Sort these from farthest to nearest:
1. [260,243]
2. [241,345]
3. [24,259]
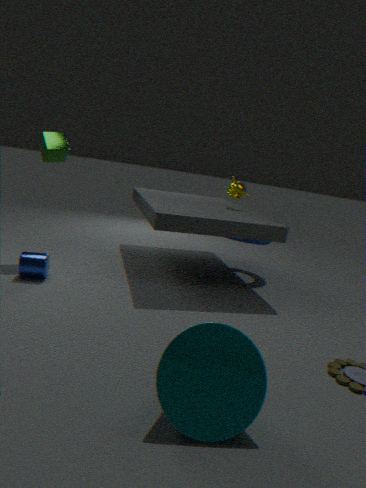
[260,243]
[24,259]
[241,345]
